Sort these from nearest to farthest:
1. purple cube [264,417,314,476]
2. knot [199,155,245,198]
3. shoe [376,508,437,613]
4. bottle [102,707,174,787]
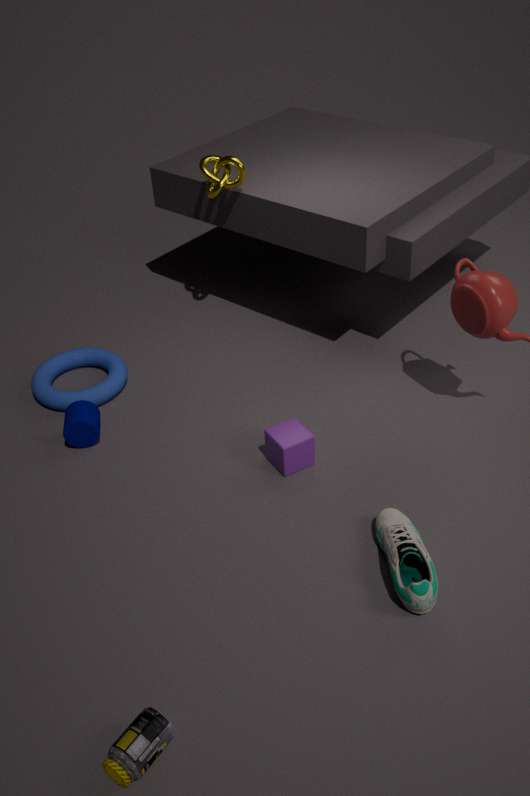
bottle [102,707,174,787]
shoe [376,508,437,613]
purple cube [264,417,314,476]
knot [199,155,245,198]
